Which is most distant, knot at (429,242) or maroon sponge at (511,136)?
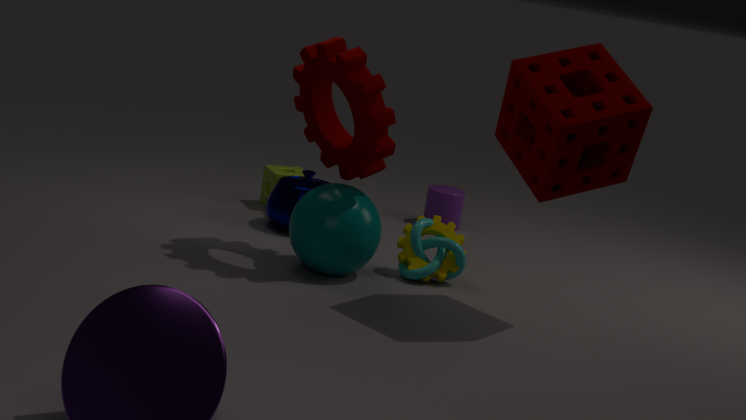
knot at (429,242)
